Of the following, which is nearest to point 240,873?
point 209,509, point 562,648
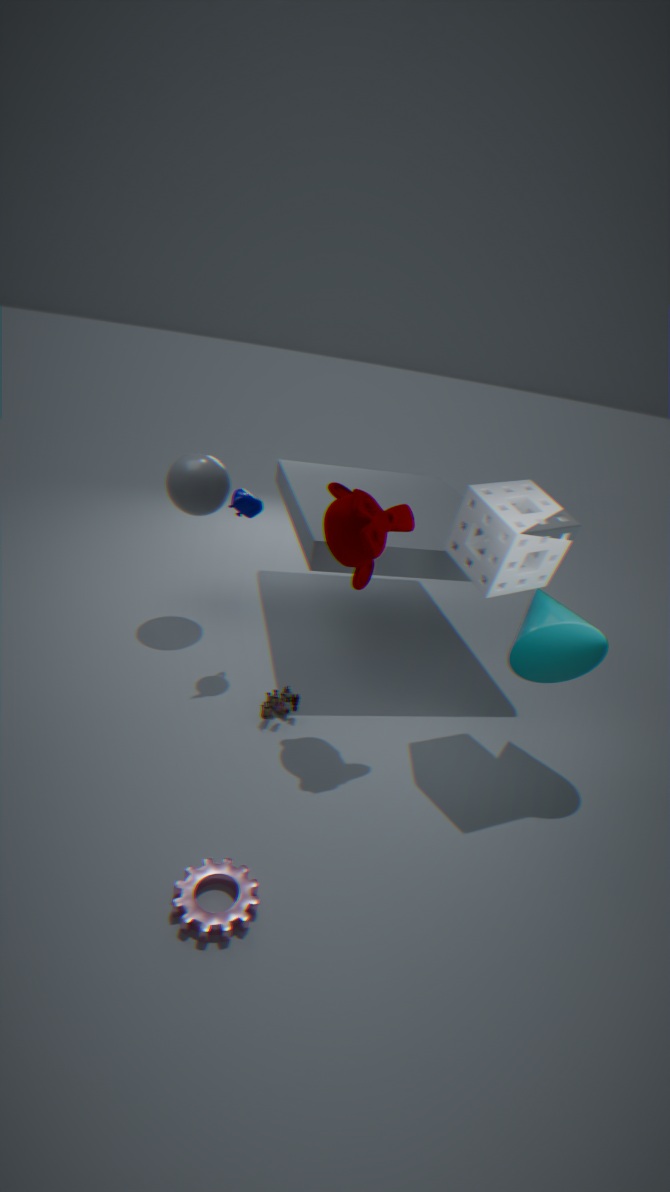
point 562,648
